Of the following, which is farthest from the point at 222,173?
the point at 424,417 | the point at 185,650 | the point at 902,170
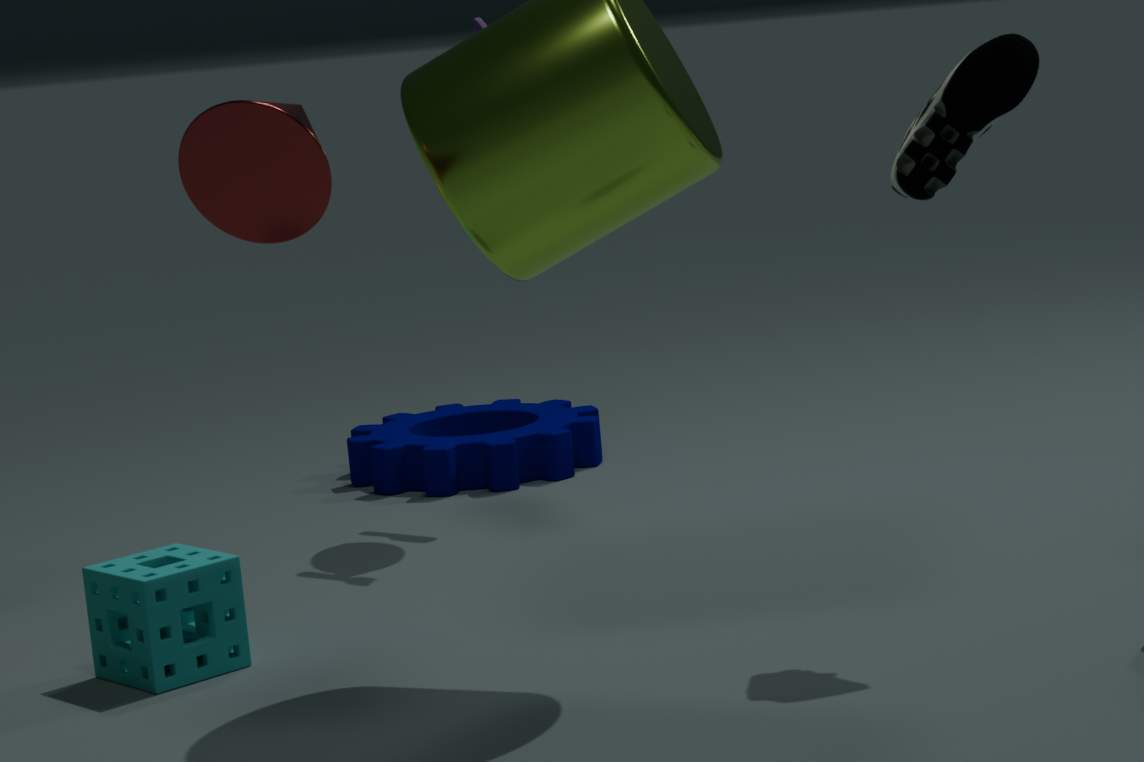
the point at 424,417
